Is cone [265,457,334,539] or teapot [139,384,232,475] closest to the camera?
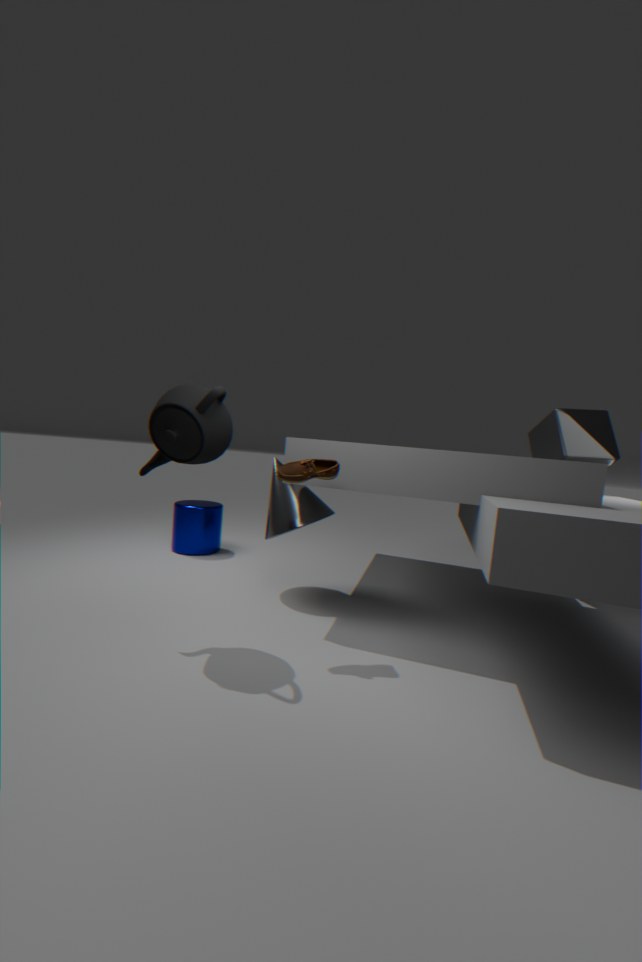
teapot [139,384,232,475]
